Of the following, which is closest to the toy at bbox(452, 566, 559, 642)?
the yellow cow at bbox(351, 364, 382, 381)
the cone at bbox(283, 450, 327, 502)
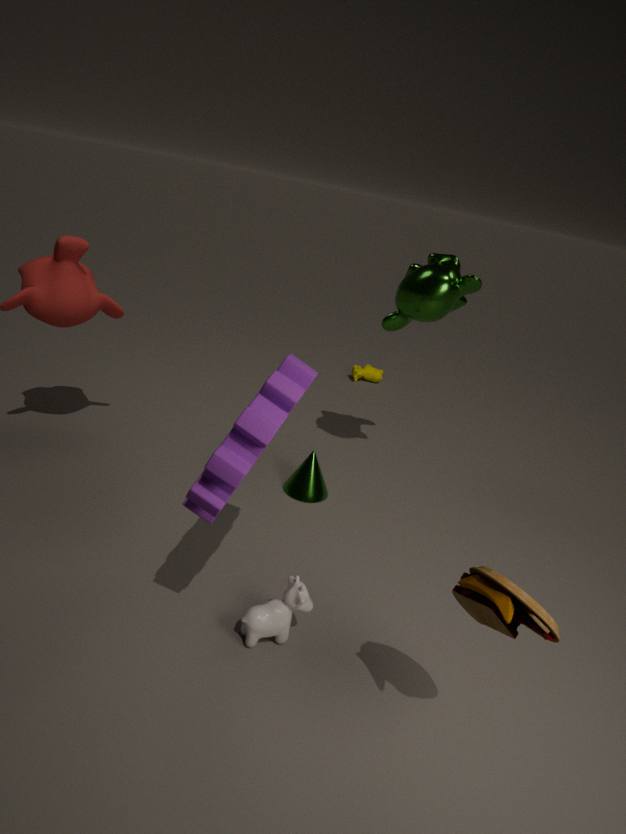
the cone at bbox(283, 450, 327, 502)
